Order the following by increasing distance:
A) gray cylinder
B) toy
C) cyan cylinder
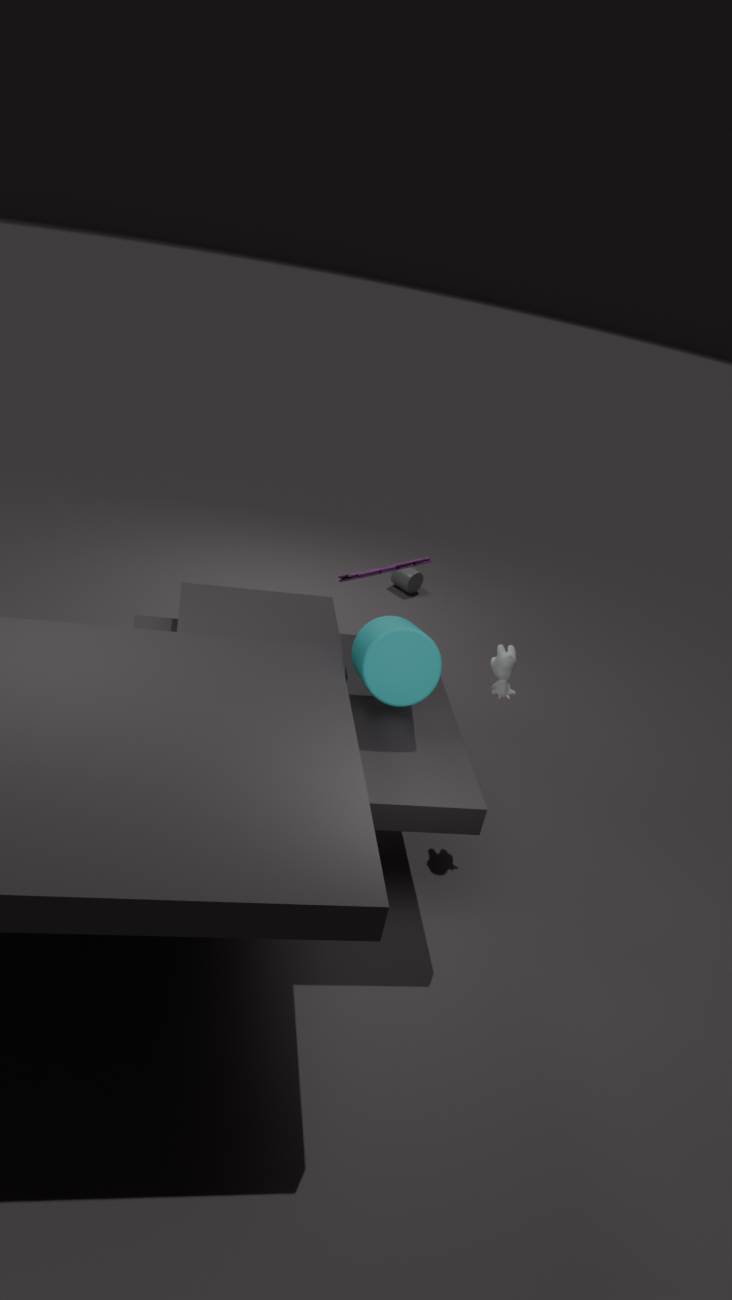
1. cyan cylinder
2. toy
3. gray cylinder
